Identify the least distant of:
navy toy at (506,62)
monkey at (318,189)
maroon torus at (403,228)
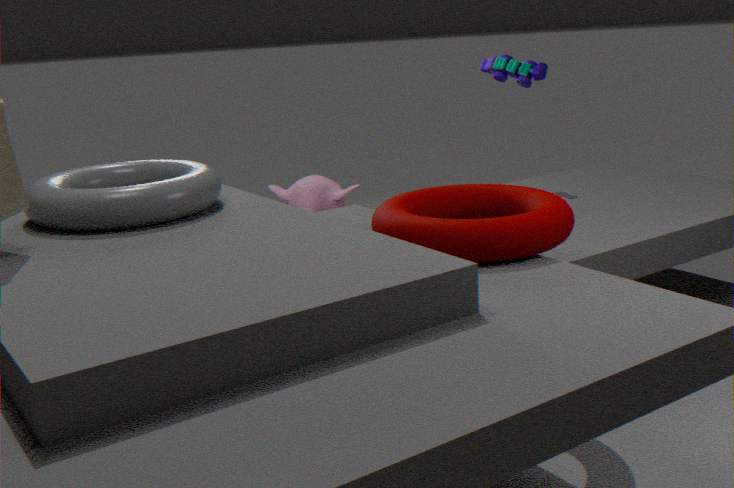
maroon torus at (403,228)
